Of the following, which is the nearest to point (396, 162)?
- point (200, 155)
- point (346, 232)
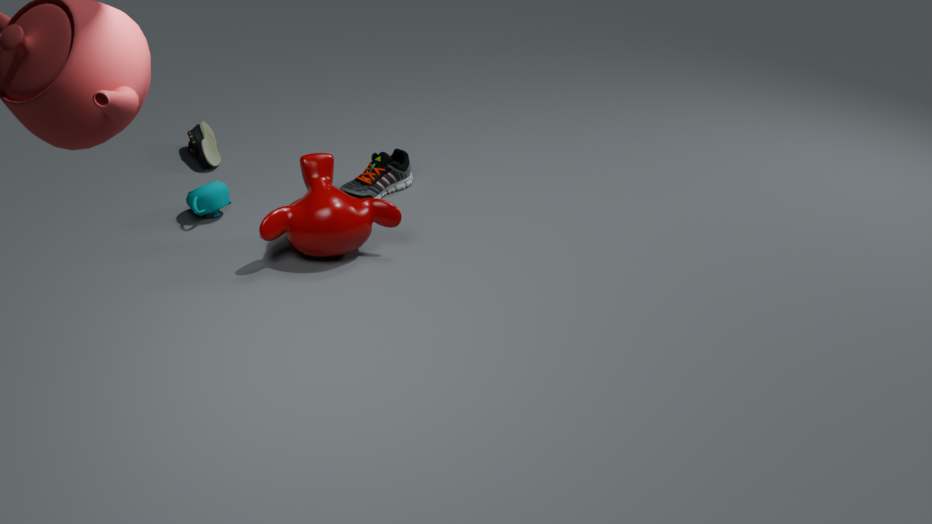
point (346, 232)
